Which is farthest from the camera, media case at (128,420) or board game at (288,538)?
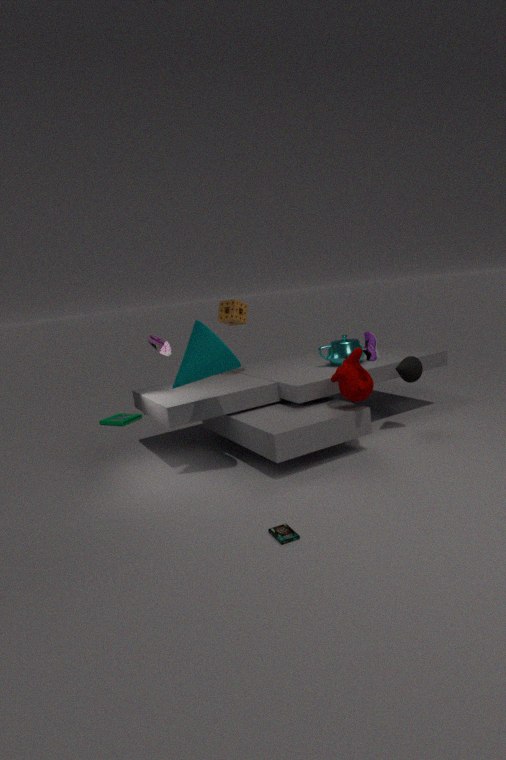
media case at (128,420)
